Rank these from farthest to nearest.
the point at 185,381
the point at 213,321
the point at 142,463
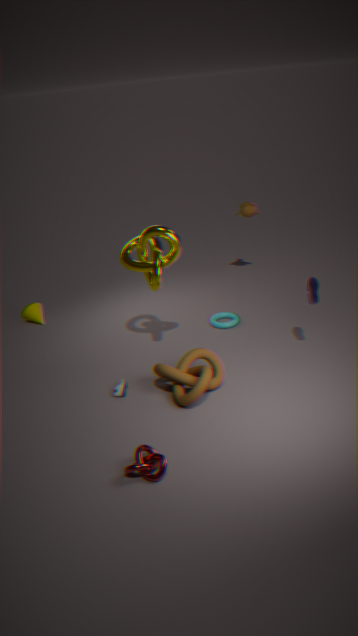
the point at 213,321
the point at 185,381
the point at 142,463
